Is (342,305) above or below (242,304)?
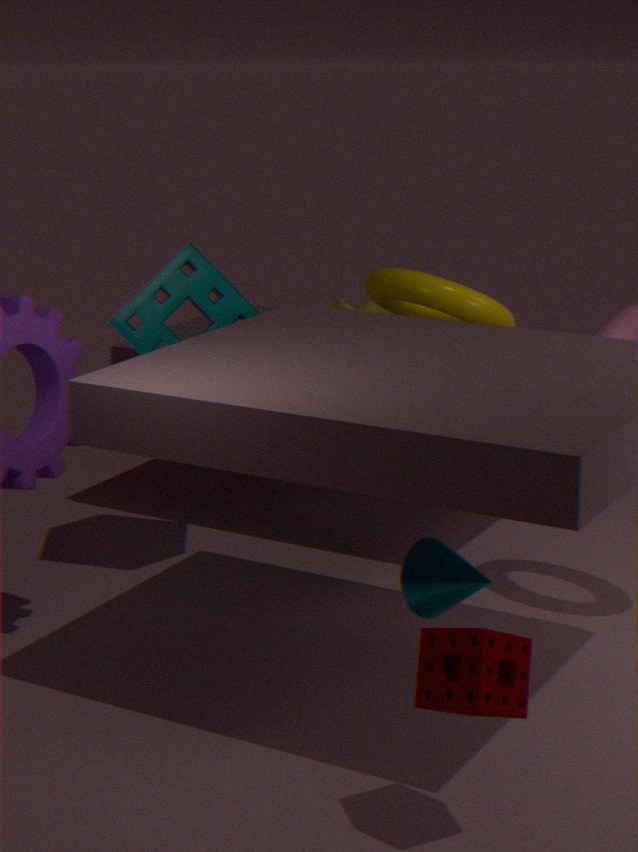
below
